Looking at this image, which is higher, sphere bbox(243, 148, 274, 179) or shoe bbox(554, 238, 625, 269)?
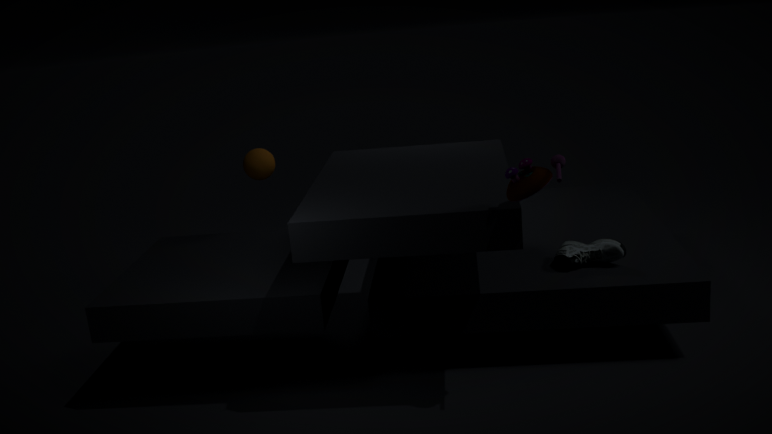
sphere bbox(243, 148, 274, 179)
